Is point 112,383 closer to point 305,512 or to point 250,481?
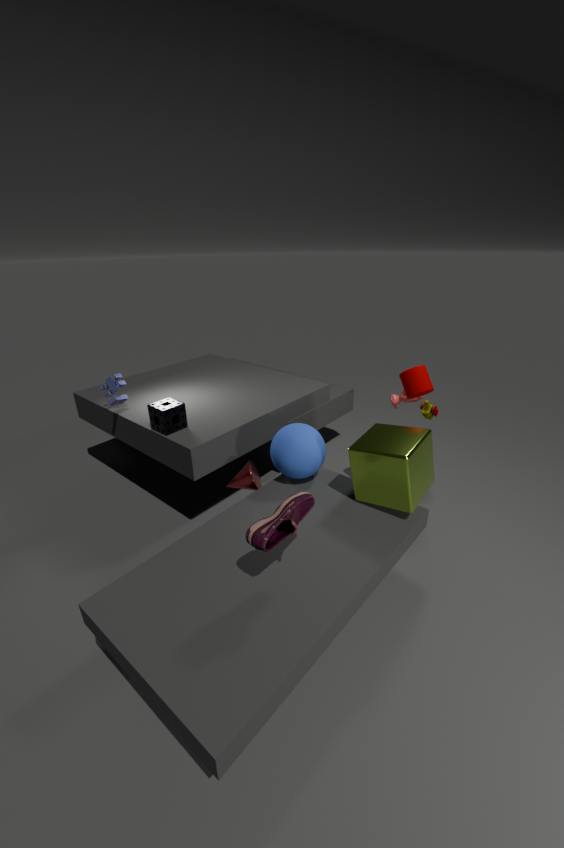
point 250,481
